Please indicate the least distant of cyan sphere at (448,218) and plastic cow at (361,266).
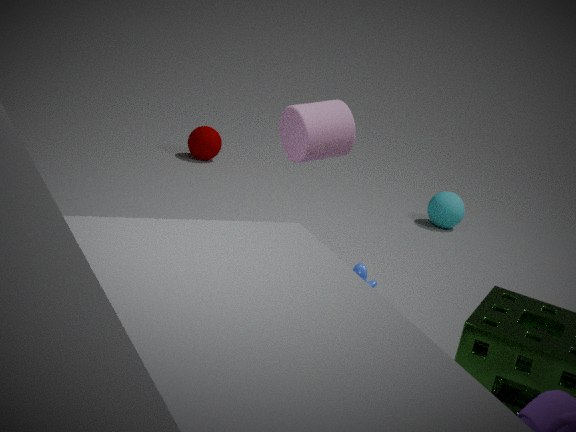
plastic cow at (361,266)
